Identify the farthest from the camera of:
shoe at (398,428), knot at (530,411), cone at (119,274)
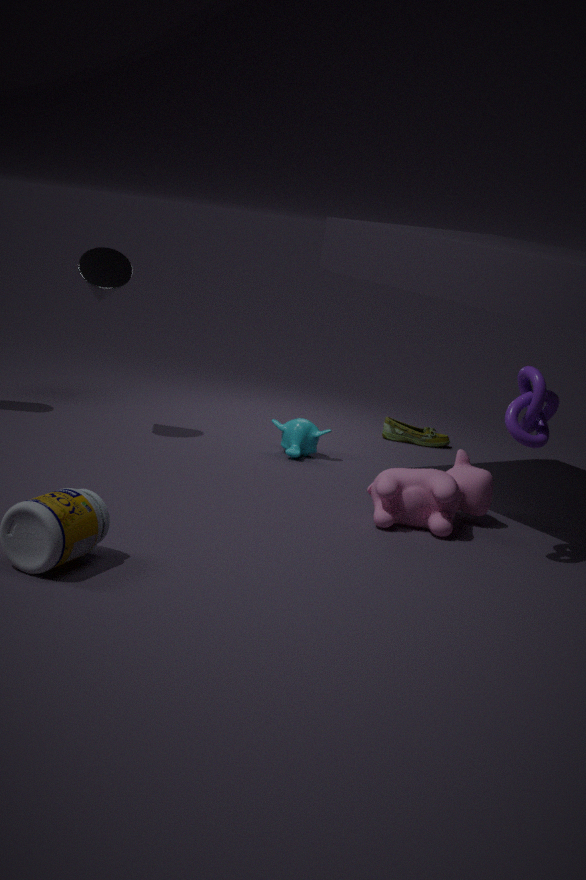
shoe at (398,428)
